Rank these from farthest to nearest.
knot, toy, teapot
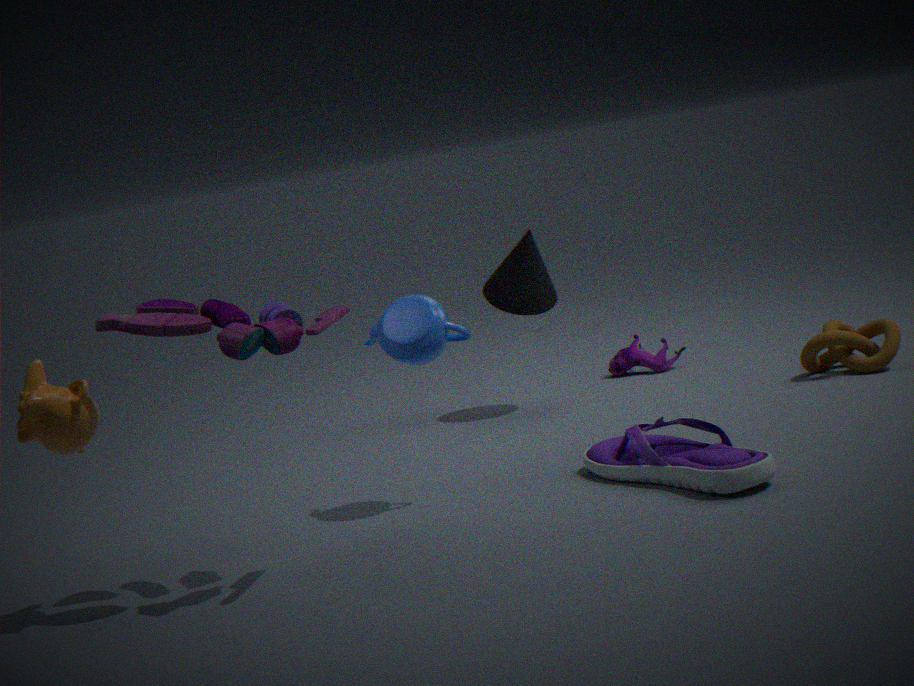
knot
teapot
toy
